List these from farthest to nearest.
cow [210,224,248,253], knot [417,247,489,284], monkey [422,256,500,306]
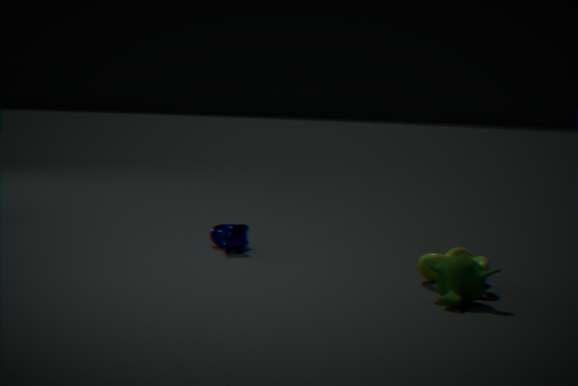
cow [210,224,248,253] < knot [417,247,489,284] < monkey [422,256,500,306]
